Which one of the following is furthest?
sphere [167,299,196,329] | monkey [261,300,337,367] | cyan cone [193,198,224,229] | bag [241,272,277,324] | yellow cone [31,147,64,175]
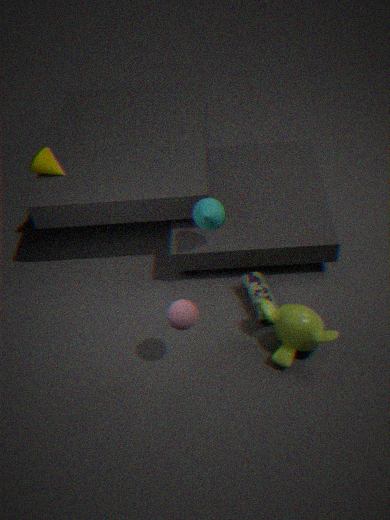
yellow cone [31,147,64,175]
